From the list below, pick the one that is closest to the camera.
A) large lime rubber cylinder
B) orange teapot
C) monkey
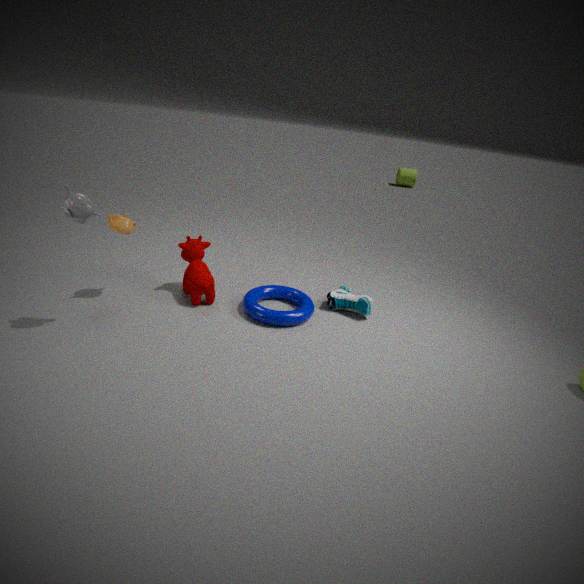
monkey
